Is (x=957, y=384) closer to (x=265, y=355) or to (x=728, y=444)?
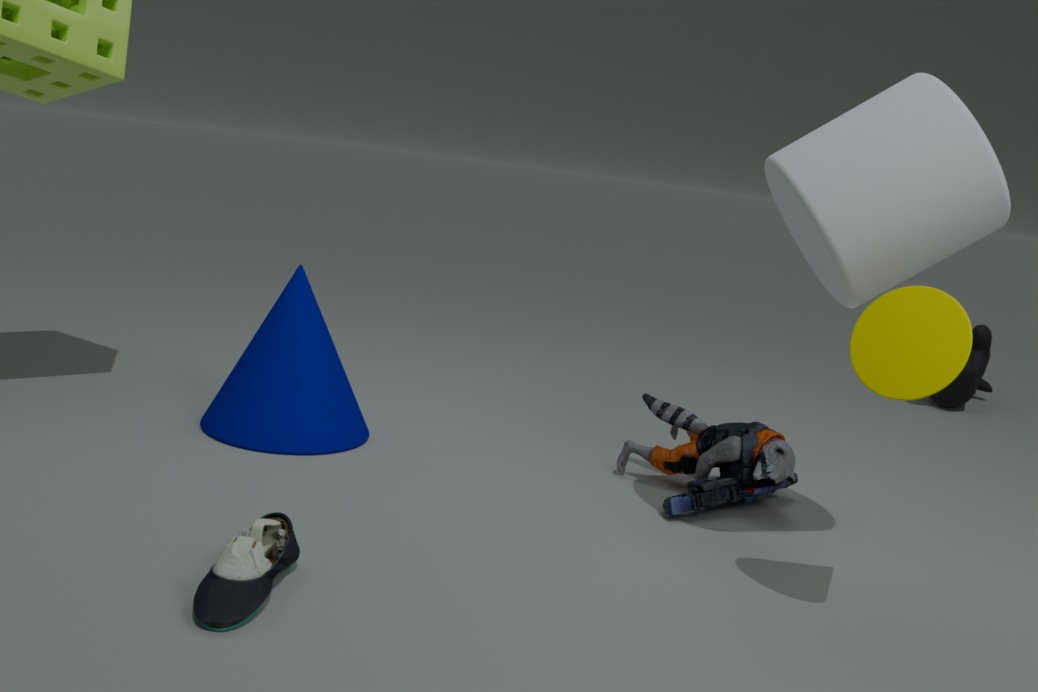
(x=728, y=444)
